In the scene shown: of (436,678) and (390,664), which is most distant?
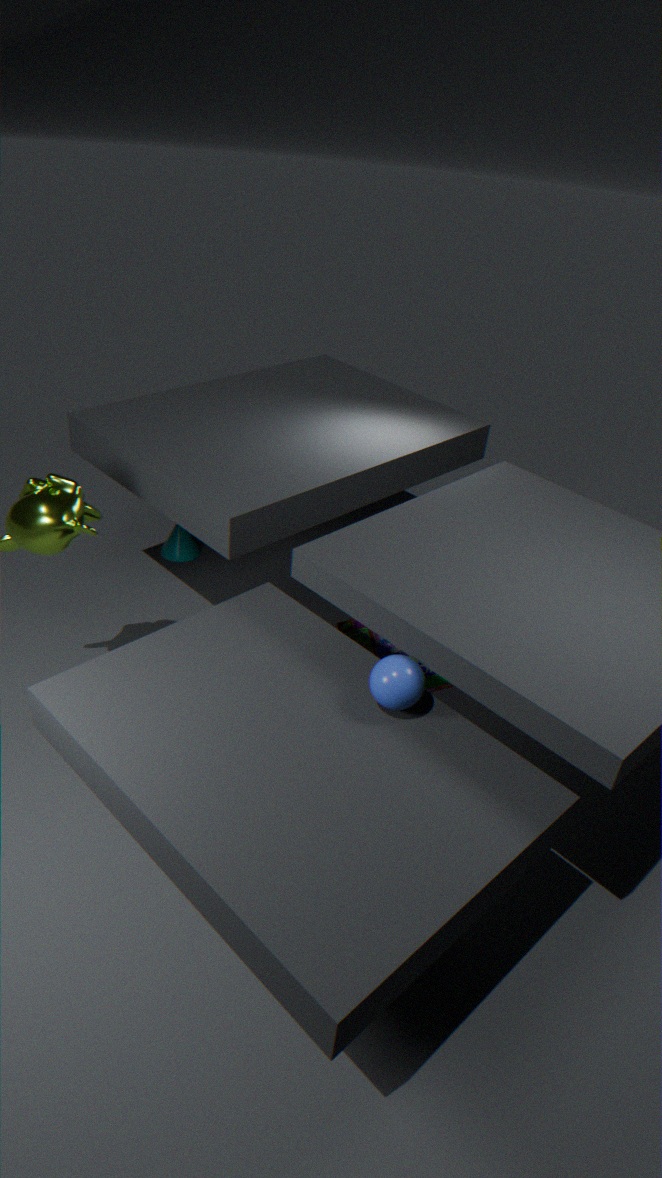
(436,678)
